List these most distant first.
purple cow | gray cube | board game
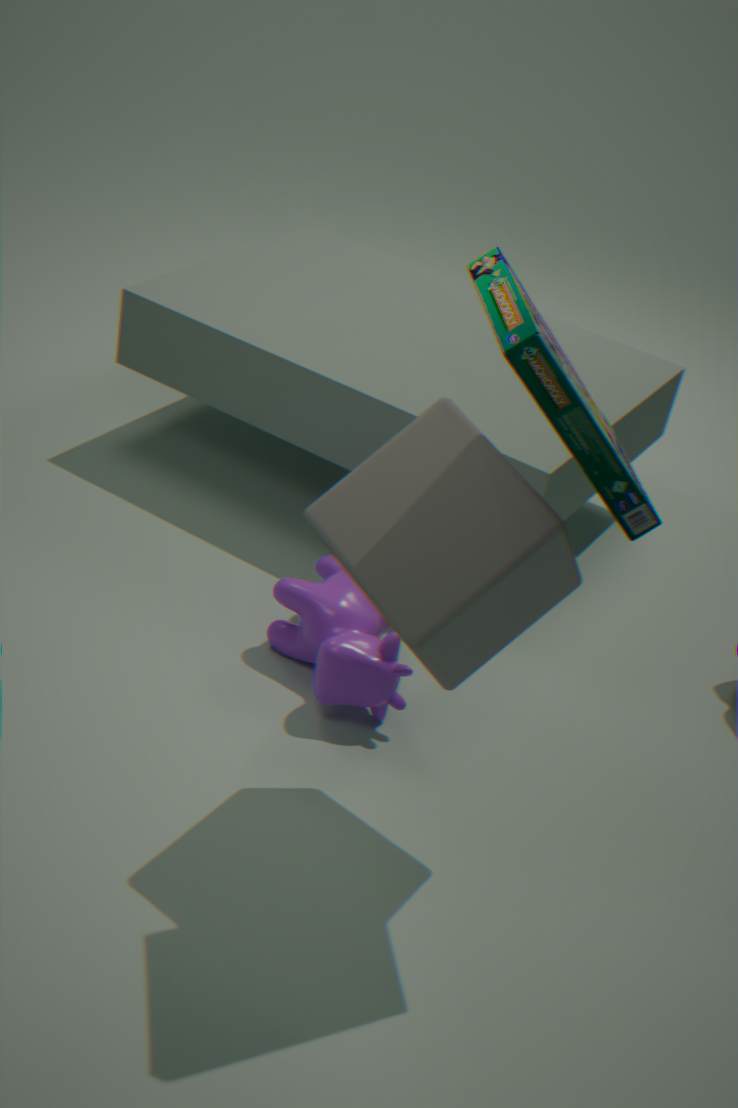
purple cow
gray cube
board game
